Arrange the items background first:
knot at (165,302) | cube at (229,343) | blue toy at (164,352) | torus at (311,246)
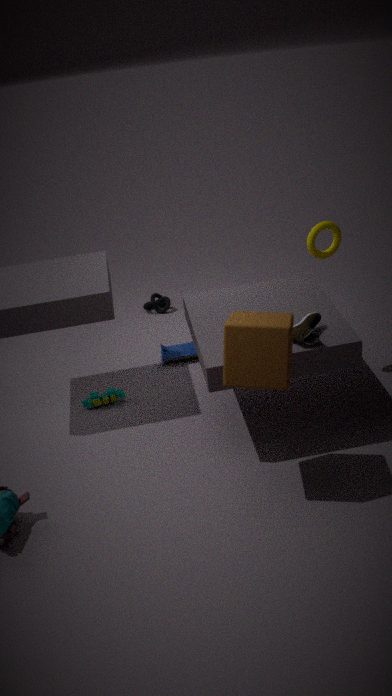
knot at (165,302) < blue toy at (164,352) < torus at (311,246) < cube at (229,343)
